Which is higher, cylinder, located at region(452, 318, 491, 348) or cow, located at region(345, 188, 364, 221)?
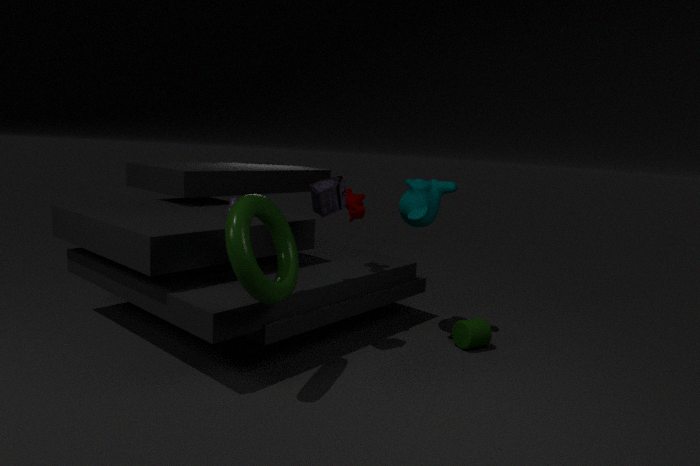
cow, located at region(345, 188, 364, 221)
